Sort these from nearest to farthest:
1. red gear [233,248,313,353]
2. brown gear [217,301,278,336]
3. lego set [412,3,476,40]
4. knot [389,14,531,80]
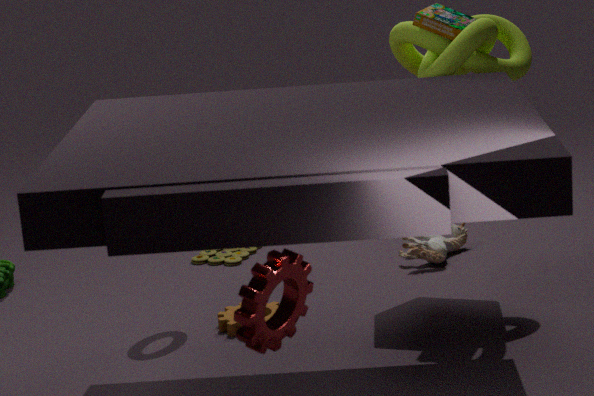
red gear [233,248,313,353]
knot [389,14,531,80]
lego set [412,3,476,40]
brown gear [217,301,278,336]
